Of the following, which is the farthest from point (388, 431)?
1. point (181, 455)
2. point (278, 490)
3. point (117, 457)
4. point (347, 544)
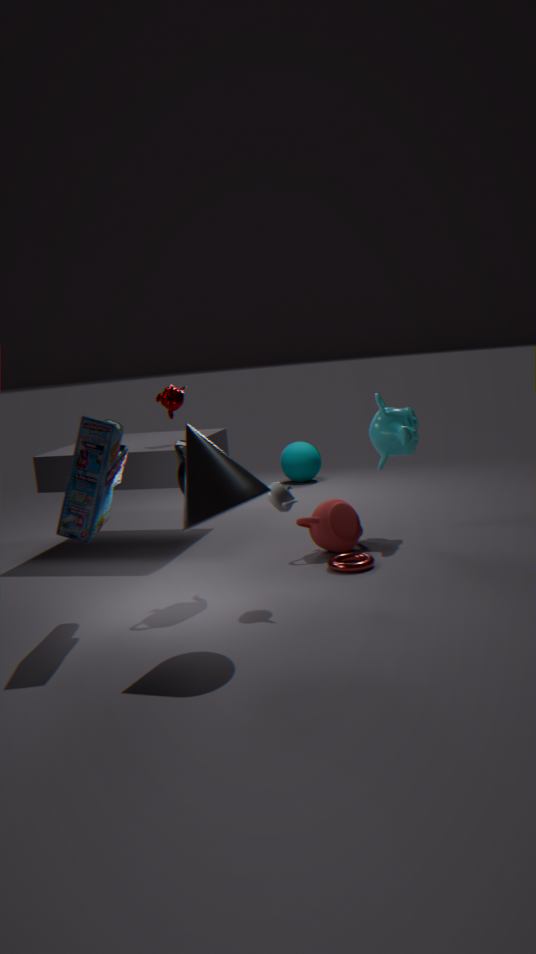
point (117, 457)
